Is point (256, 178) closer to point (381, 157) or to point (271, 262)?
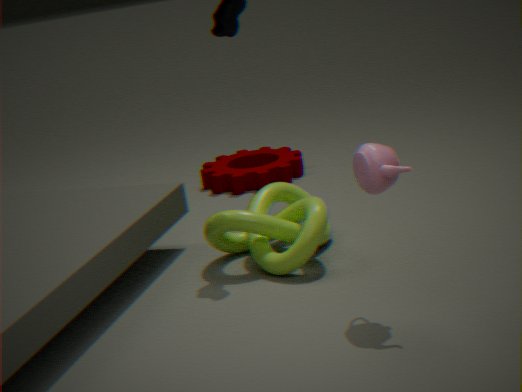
point (271, 262)
